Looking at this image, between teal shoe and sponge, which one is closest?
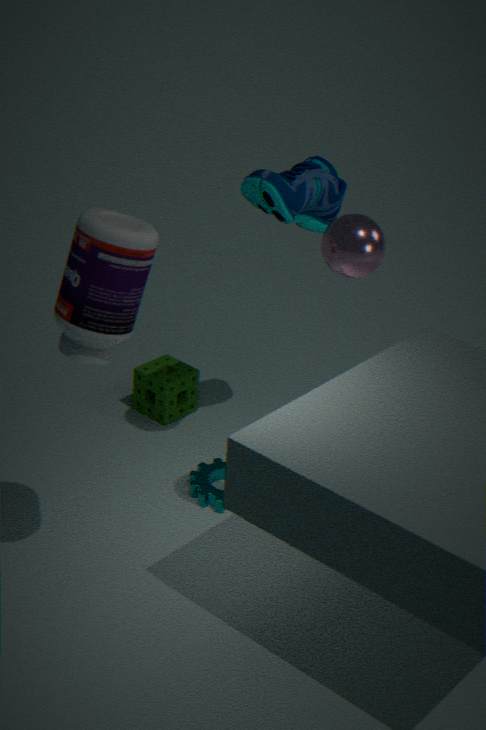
teal shoe
